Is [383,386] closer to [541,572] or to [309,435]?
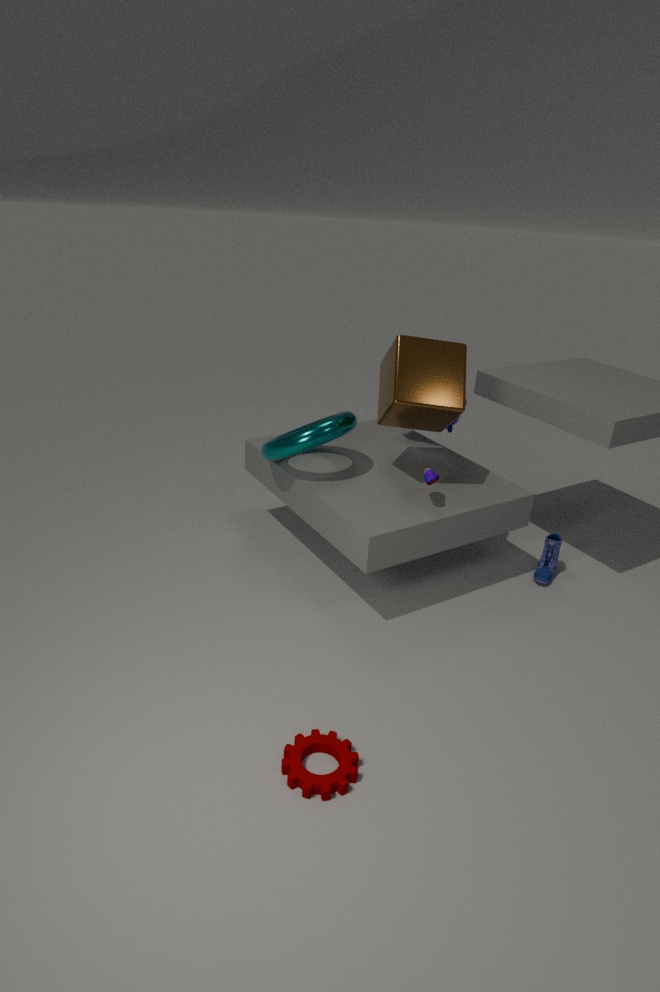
[309,435]
